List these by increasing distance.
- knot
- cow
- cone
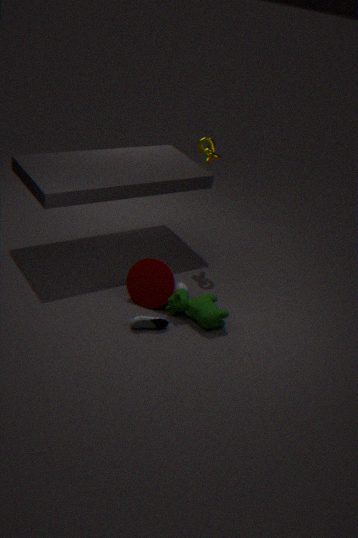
cow → cone → knot
